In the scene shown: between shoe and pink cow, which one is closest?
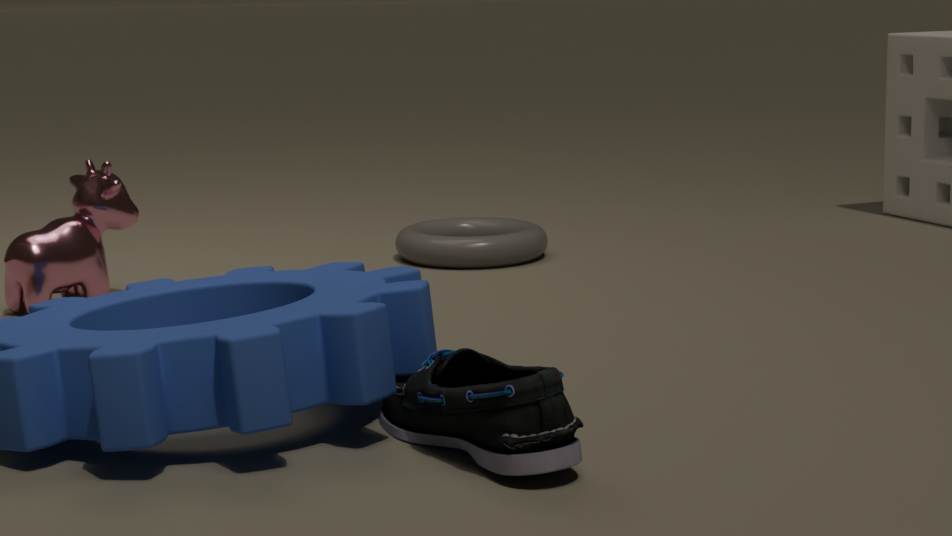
shoe
